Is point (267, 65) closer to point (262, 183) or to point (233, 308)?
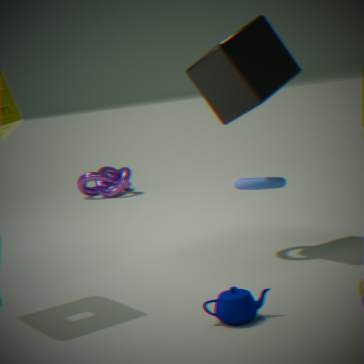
point (262, 183)
